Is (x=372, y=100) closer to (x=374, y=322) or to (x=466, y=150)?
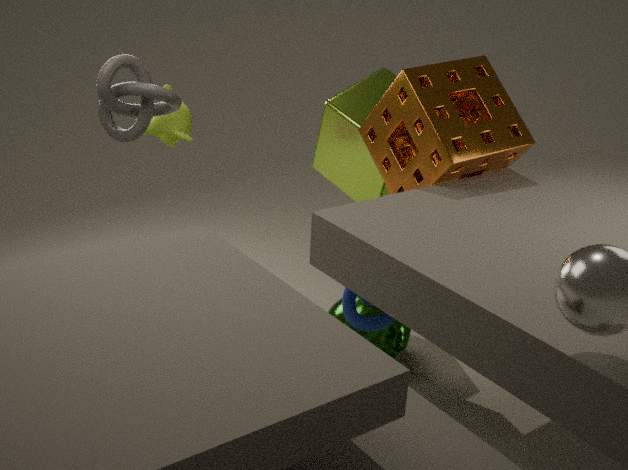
(x=466, y=150)
